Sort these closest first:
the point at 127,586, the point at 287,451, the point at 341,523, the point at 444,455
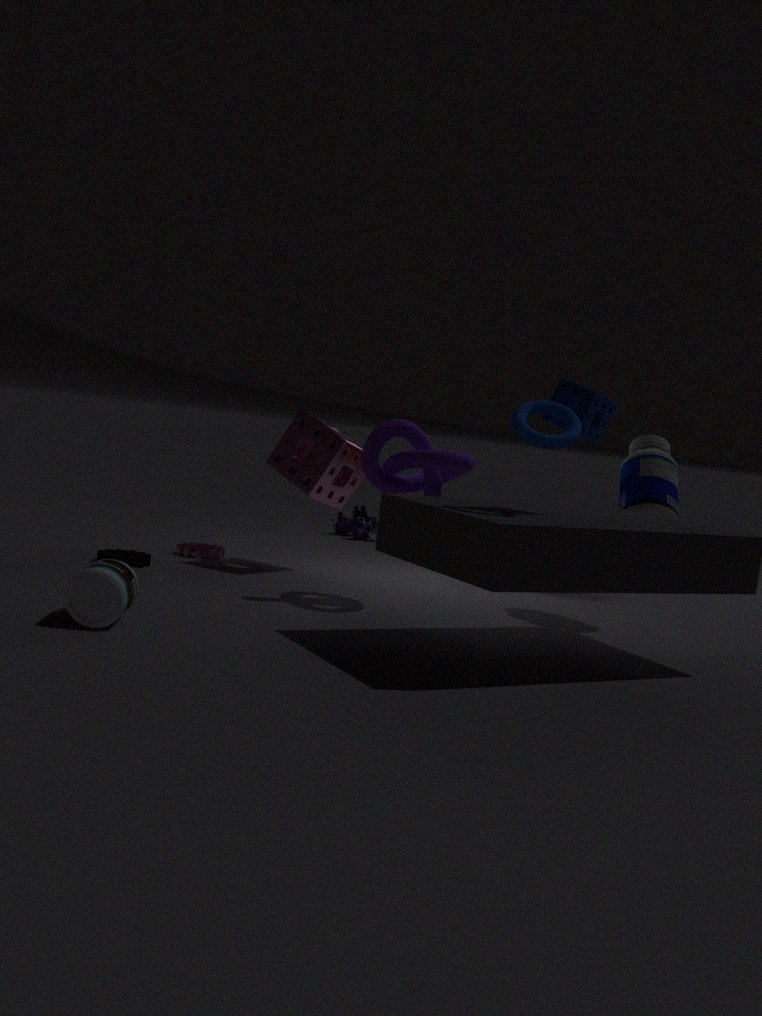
the point at 127,586 → the point at 444,455 → the point at 287,451 → the point at 341,523
